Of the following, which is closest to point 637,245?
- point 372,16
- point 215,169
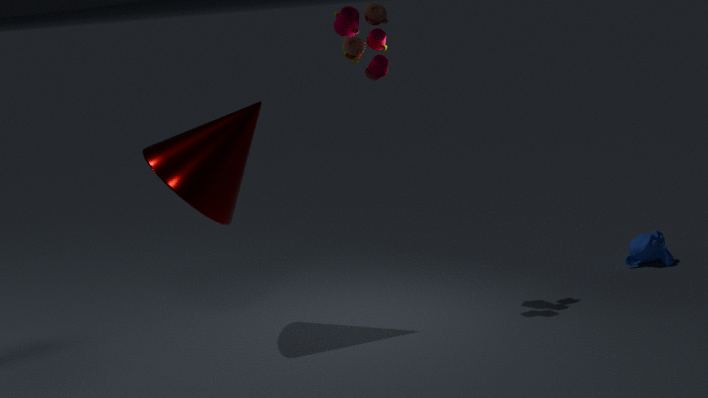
point 372,16
